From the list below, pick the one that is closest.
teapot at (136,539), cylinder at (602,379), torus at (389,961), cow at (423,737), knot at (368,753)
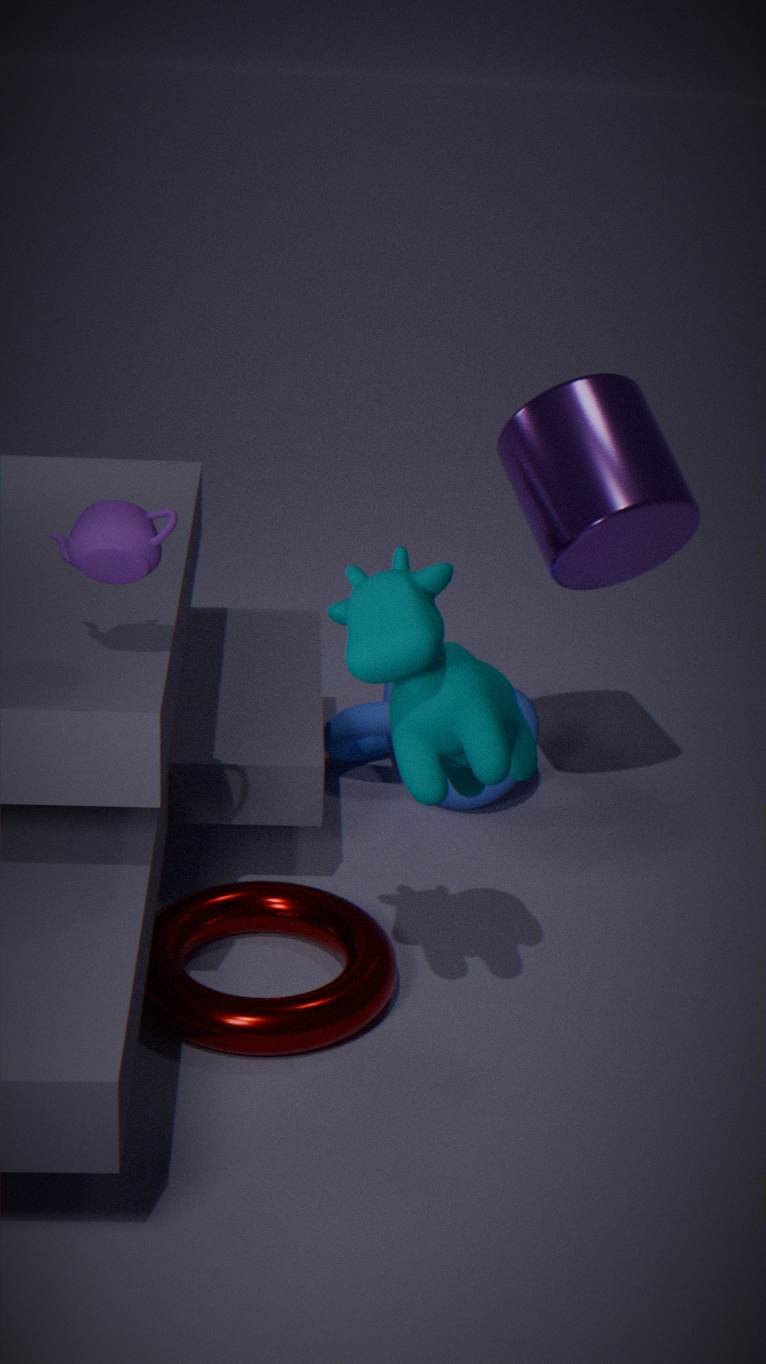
cow at (423,737)
